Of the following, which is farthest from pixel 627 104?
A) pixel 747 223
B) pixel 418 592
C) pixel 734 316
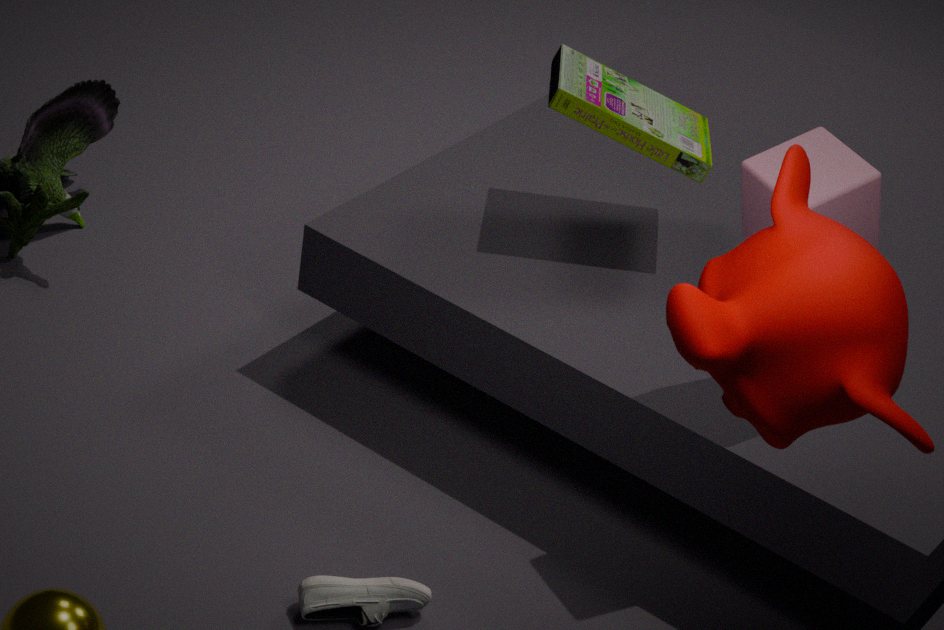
pixel 734 316
